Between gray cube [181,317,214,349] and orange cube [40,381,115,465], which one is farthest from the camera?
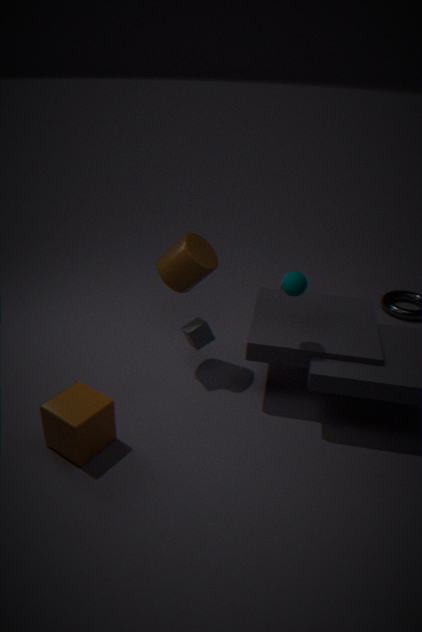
gray cube [181,317,214,349]
